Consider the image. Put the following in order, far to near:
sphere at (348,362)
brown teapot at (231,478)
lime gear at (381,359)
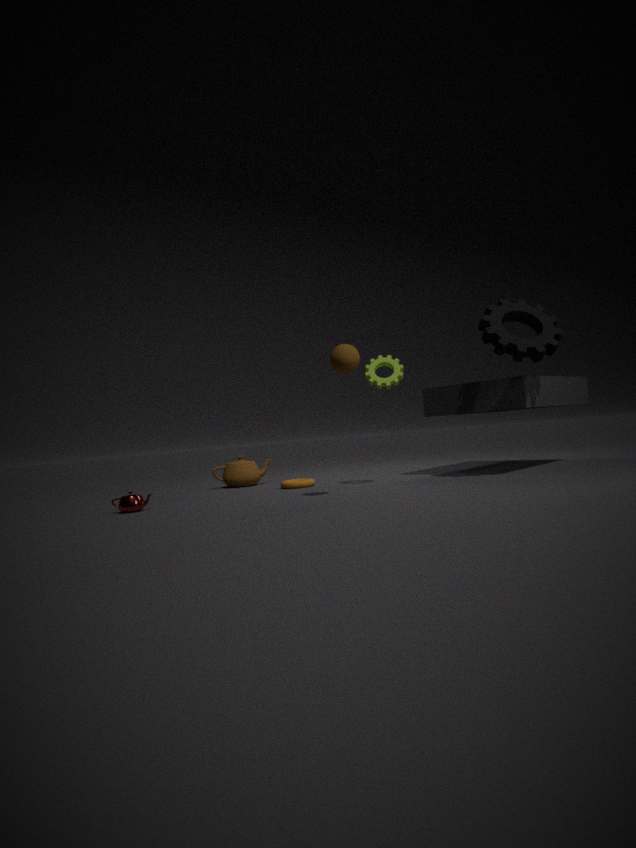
brown teapot at (231,478) → lime gear at (381,359) → sphere at (348,362)
